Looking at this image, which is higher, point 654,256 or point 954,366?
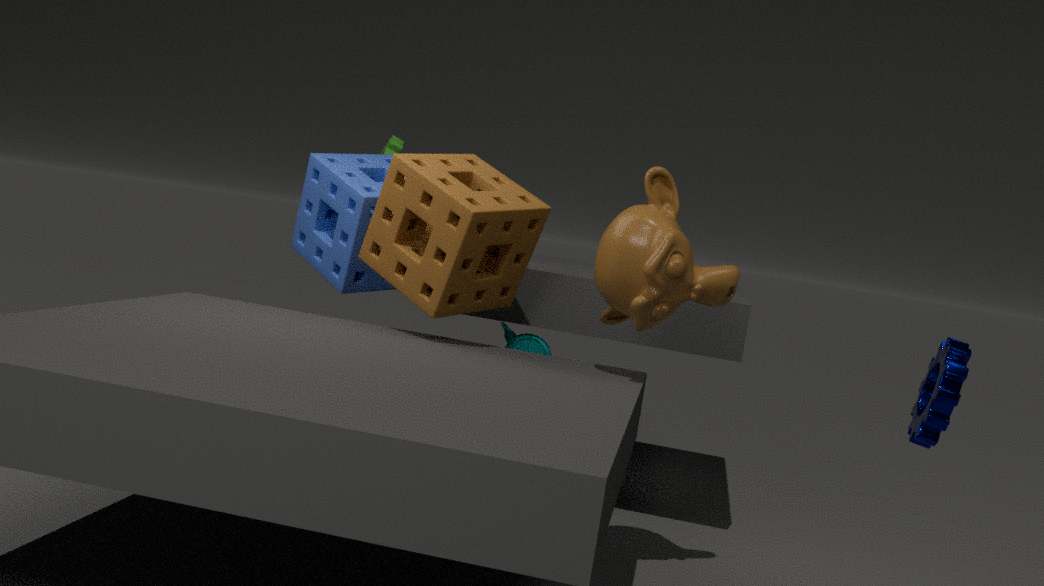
point 654,256
